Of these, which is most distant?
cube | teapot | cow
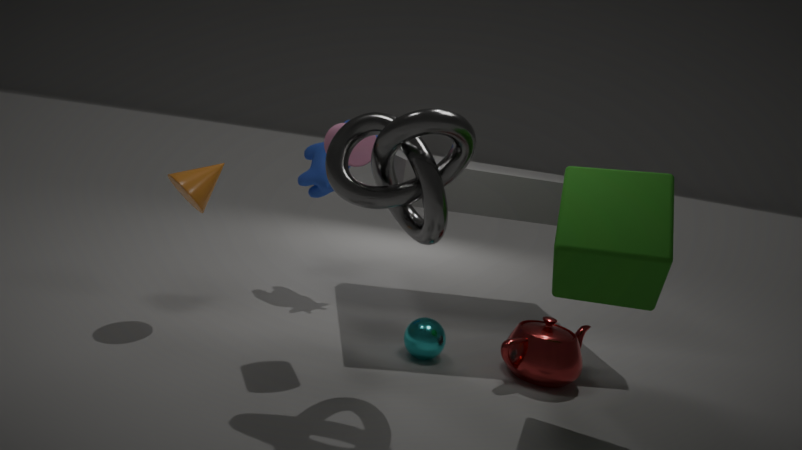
cow
